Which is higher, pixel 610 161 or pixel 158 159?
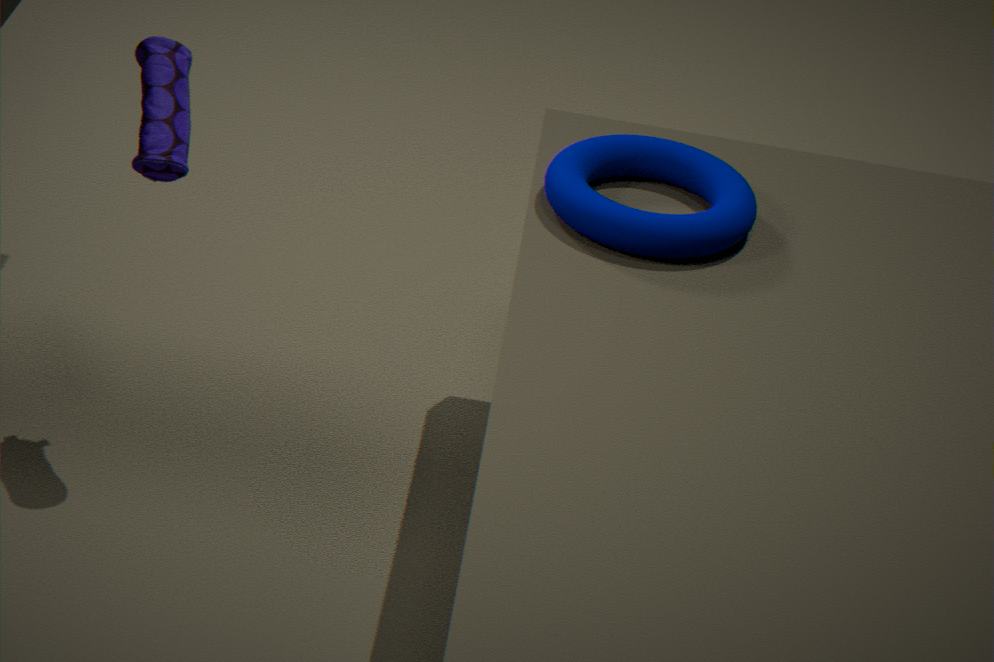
pixel 158 159
